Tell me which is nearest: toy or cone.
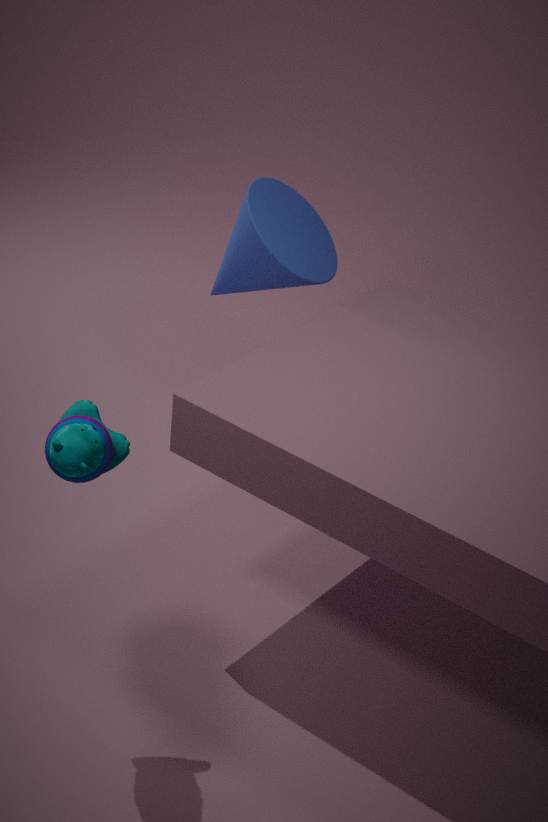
toy
